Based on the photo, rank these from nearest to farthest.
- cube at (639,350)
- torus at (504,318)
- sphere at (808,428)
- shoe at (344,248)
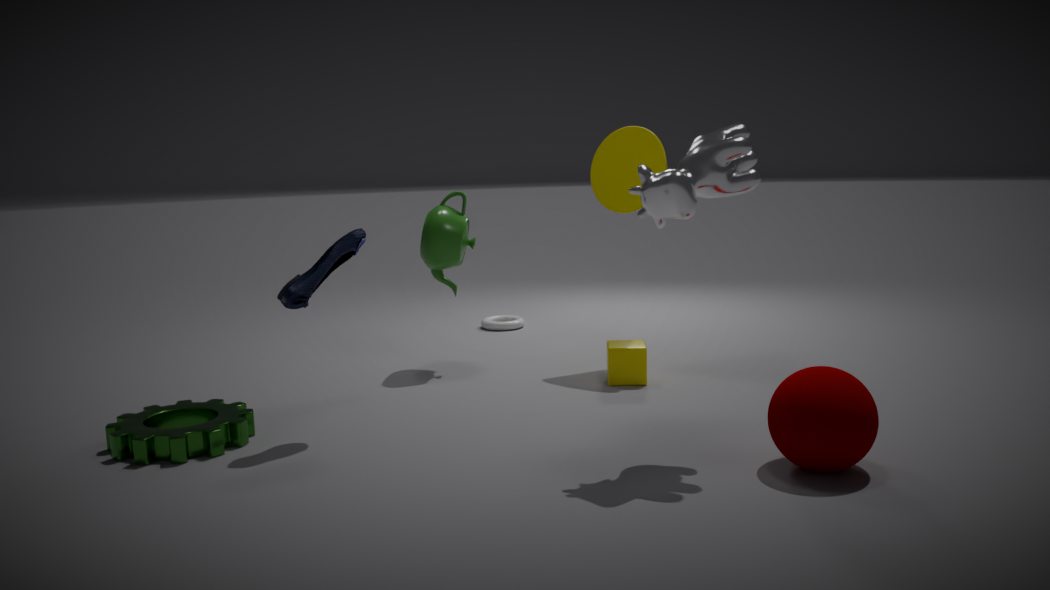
sphere at (808,428), shoe at (344,248), cube at (639,350), torus at (504,318)
